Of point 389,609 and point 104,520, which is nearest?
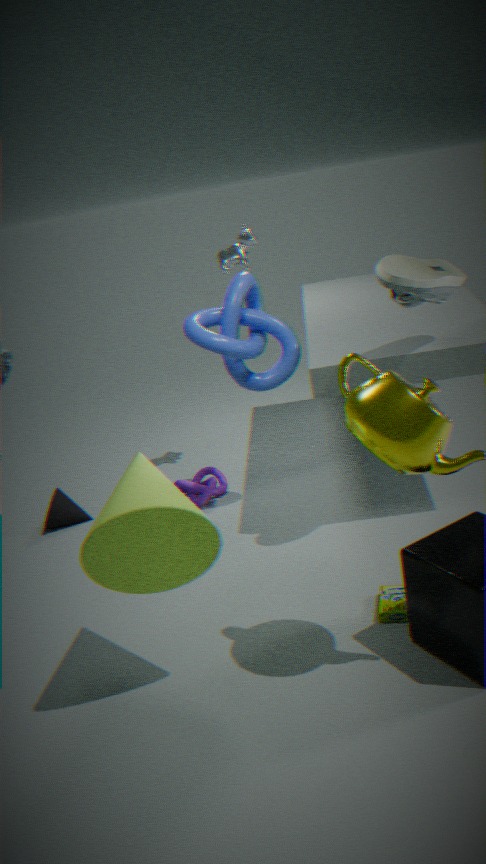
point 104,520
